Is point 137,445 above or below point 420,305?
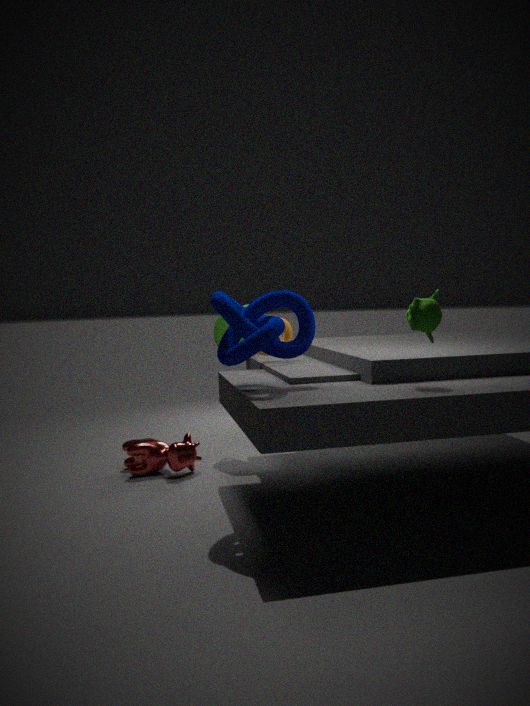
below
